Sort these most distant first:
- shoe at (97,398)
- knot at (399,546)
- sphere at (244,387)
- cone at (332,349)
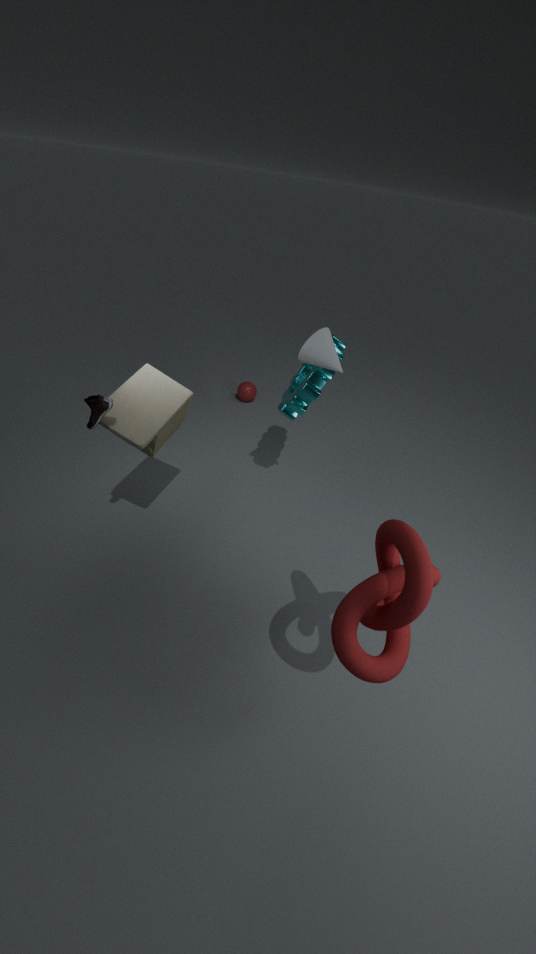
sphere at (244,387) → cone at (332,349) → shoe at (97,398) → knot at (399,546)
